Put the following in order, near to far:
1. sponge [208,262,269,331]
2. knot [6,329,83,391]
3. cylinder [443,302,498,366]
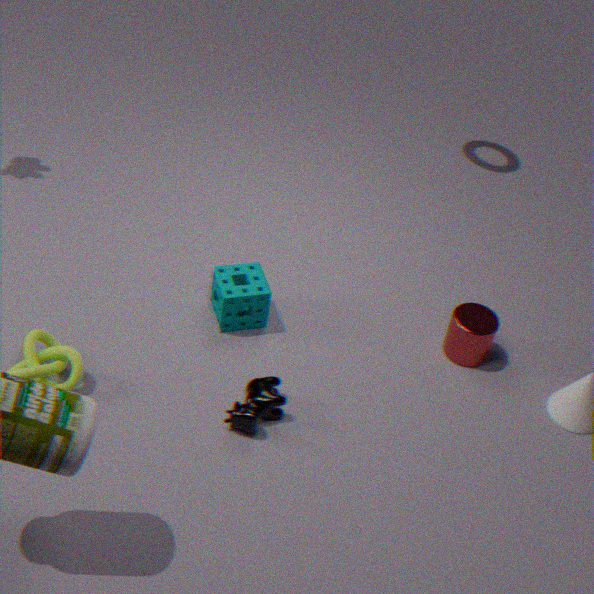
knot [6,329,83,391]
sponge [208,262,269,331]
cylinder [443,302,498,366]
